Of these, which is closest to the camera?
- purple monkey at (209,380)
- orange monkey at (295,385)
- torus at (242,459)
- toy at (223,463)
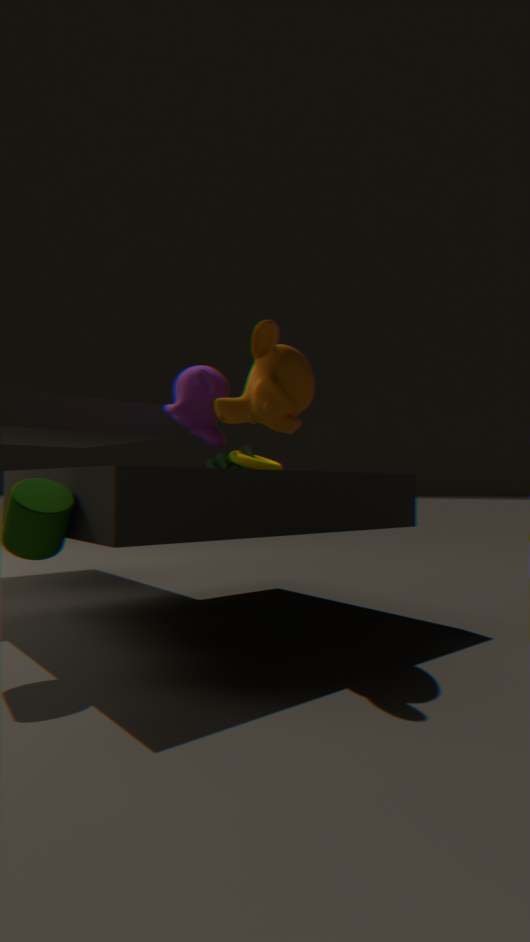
orange monkey at (295,385)
